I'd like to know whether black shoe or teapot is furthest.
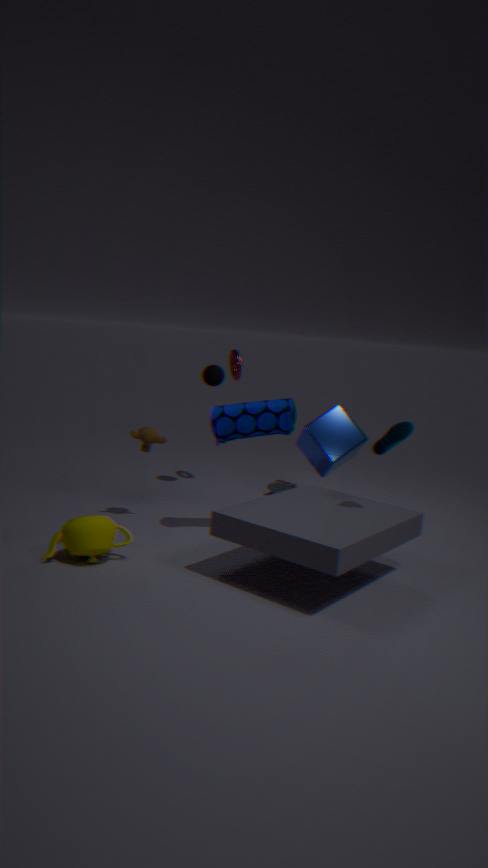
black shoe
